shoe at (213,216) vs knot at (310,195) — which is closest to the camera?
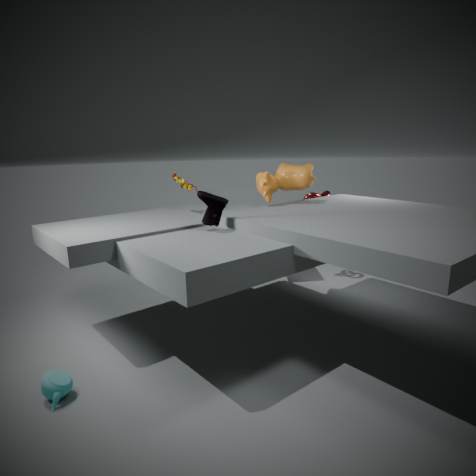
shoe at (213,216)
